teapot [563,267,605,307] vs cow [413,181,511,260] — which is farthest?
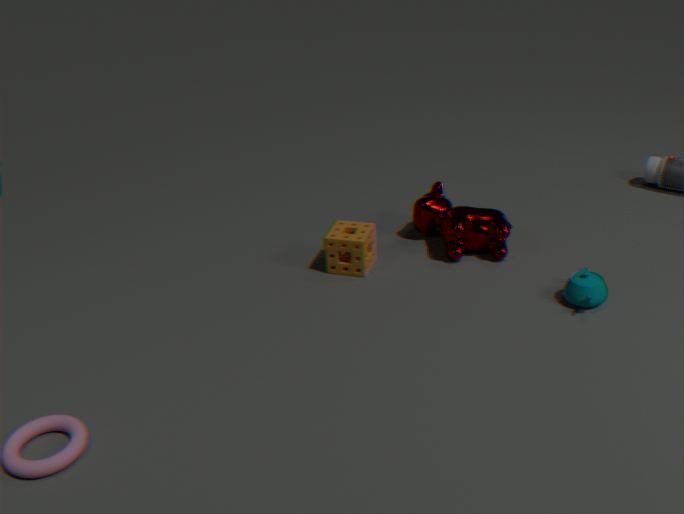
cow [413,181,511,260]
